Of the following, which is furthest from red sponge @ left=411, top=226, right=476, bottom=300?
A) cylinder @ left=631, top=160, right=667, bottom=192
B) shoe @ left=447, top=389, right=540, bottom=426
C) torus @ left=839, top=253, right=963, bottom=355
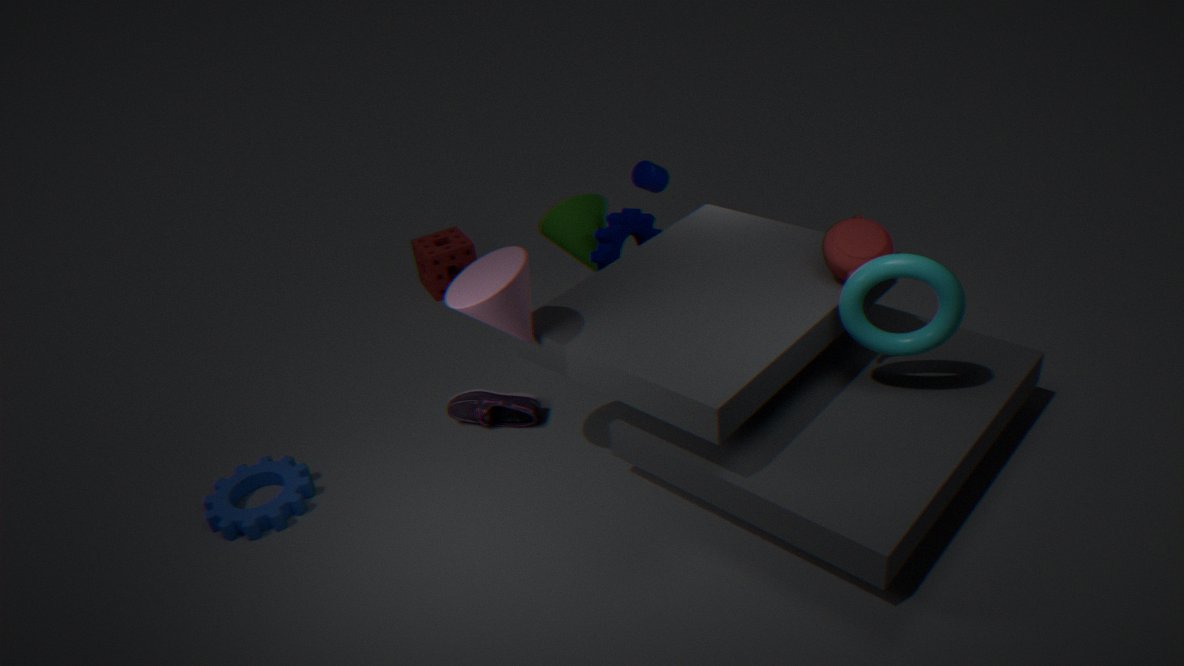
torus @ left=839, top=253, right=963, bottom=355
